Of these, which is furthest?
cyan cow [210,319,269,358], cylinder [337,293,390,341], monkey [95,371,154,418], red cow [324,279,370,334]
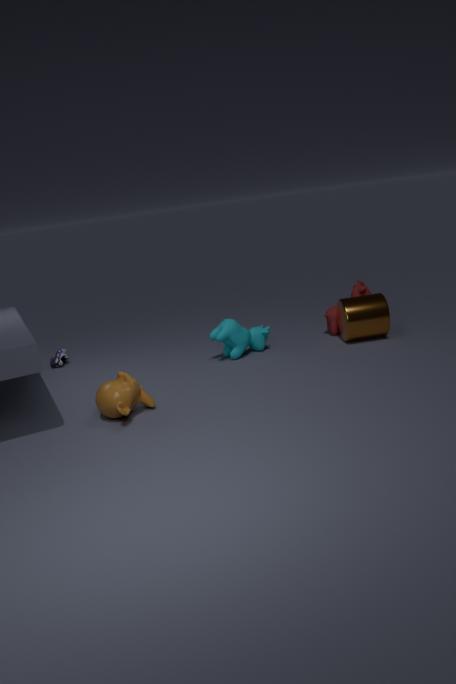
red cow [324,279,370,334]
